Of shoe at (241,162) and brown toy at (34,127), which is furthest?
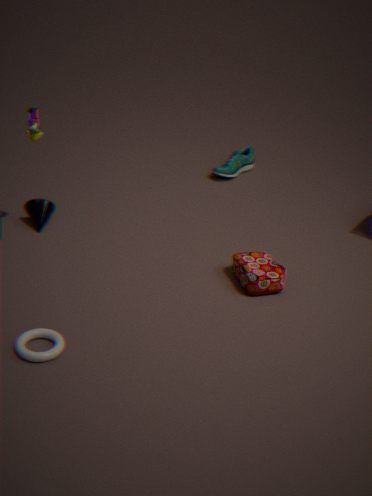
shoe at (241,162)
